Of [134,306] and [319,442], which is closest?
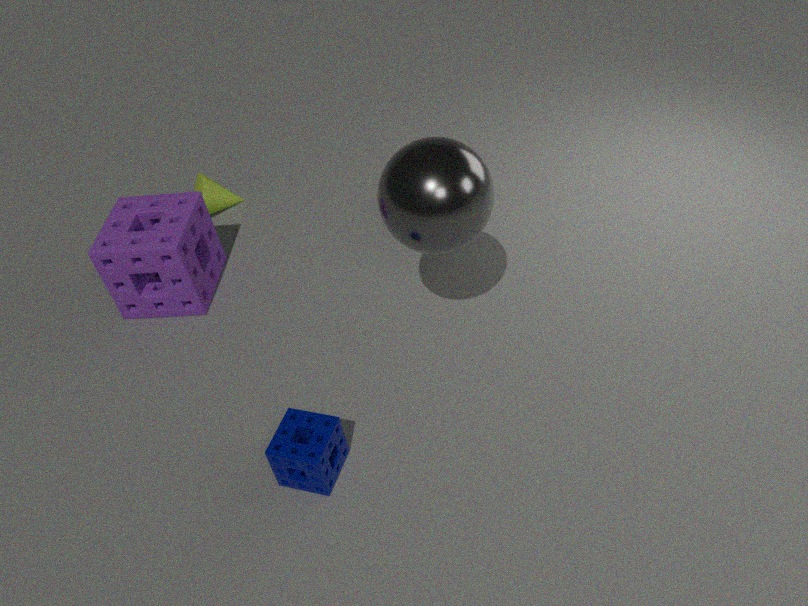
[319,442]
